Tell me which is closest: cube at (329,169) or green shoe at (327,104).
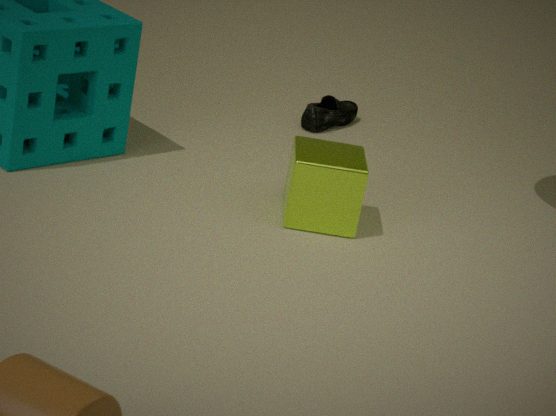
cube at (329,169)
